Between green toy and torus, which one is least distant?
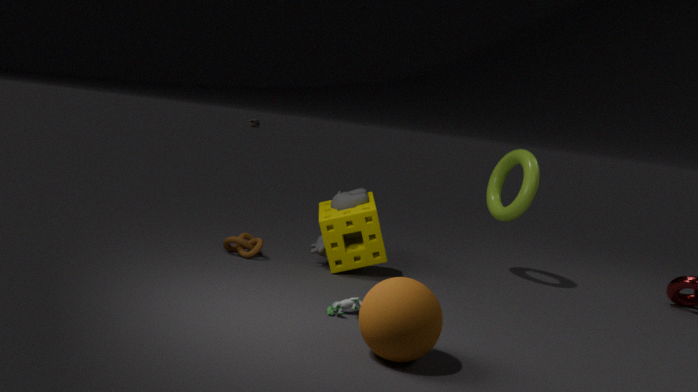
green toy
